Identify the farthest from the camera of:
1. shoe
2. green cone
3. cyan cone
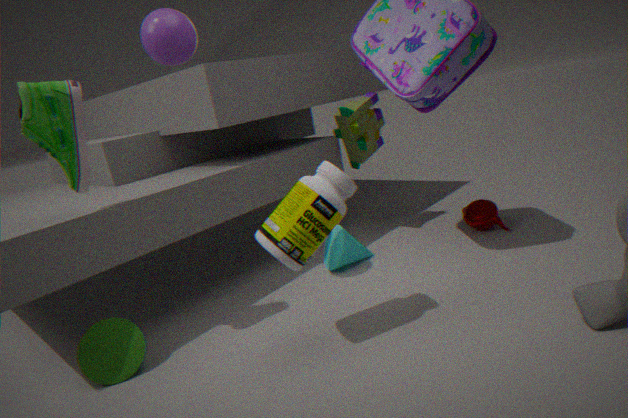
cyan cone
